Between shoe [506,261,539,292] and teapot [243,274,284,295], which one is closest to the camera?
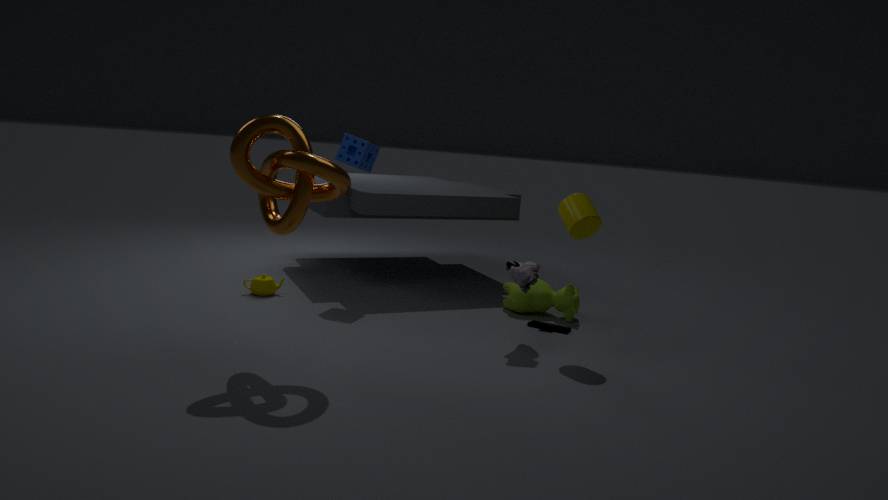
shoe [506,261,539,292]
